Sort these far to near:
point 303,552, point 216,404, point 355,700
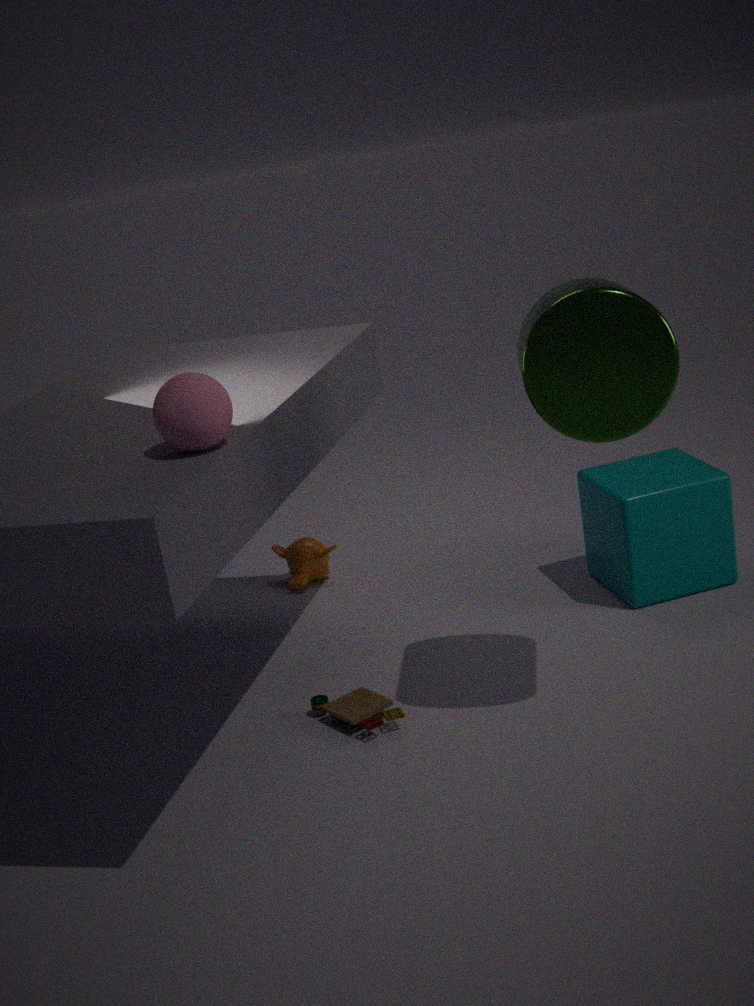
1. point 303,552
2. point 355,700
3. point 216,404
